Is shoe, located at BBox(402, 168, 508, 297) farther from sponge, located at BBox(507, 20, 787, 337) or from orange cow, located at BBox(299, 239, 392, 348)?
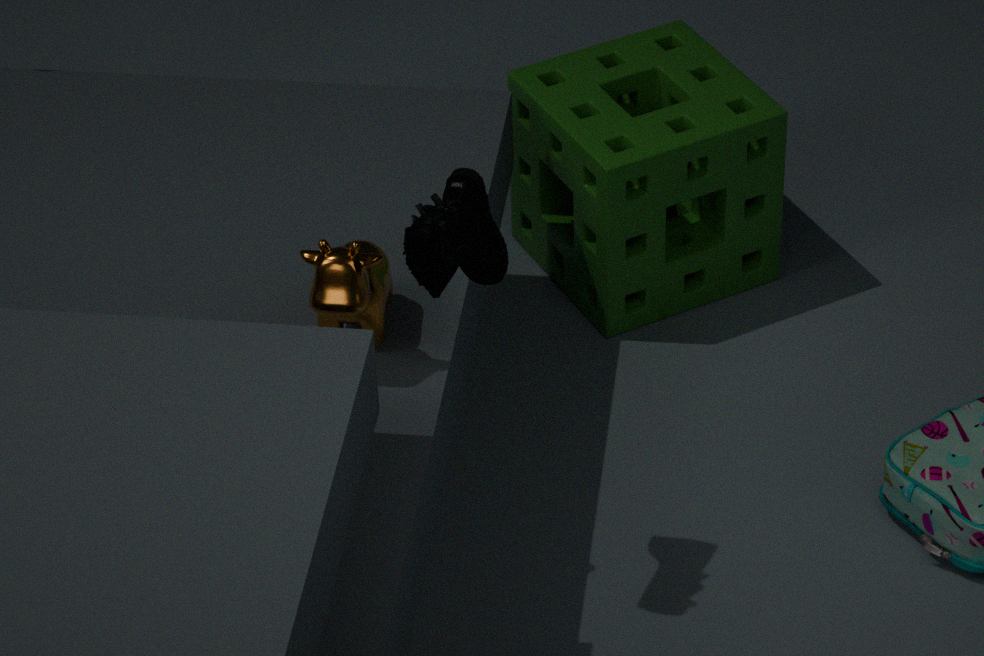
sponge, located at BBox(507, 20, 787, 337)
